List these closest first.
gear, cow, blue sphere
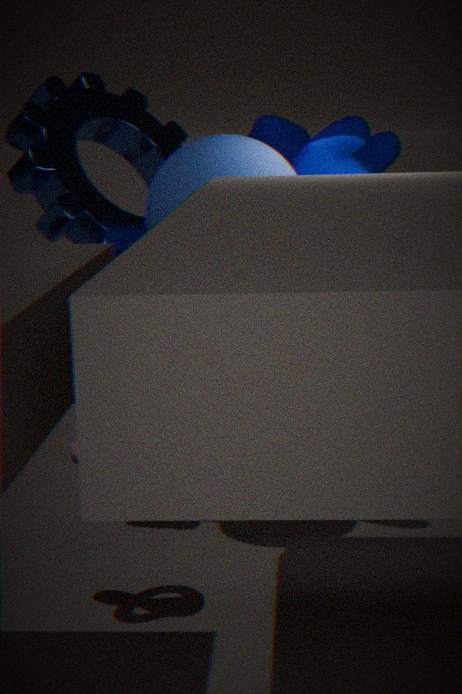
blue sphere
cow
gear
